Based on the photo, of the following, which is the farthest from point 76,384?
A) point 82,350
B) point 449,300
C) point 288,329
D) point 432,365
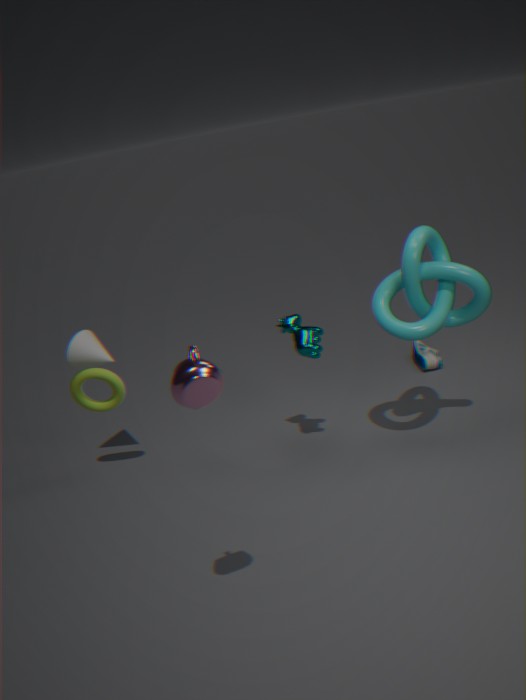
point 432,365
